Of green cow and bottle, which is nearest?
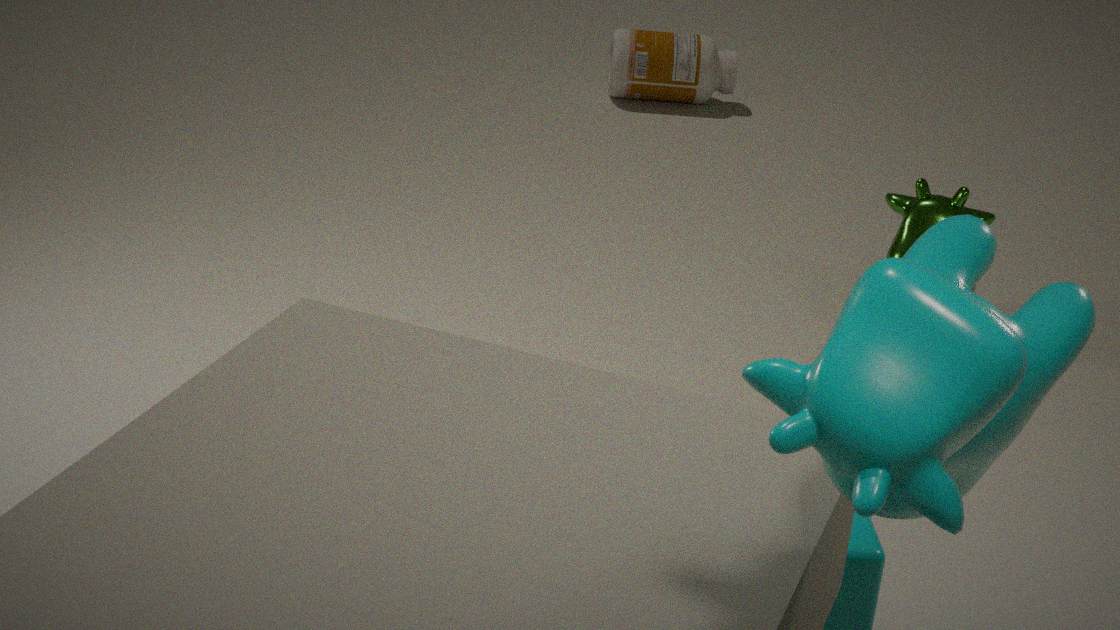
green cow
